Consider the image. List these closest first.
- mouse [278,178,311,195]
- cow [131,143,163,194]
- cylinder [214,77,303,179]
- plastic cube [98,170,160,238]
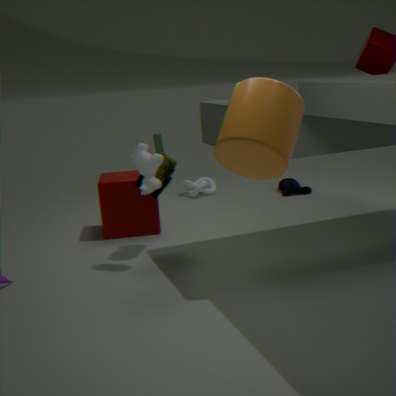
1. cylinder [214,77,303,179]
2. cow [131,143,163,194]
3. plastic cube [98,170,160,238]
4. mouse [278,178,311,195]
